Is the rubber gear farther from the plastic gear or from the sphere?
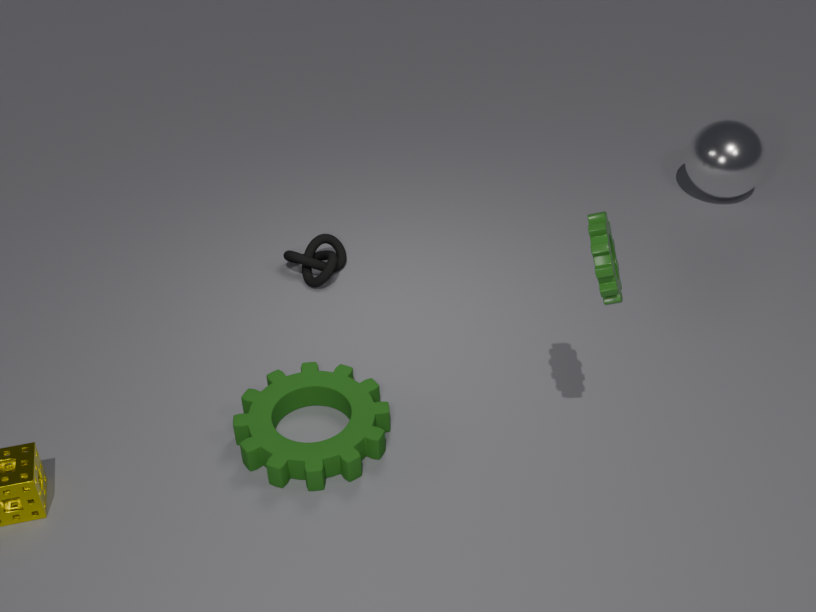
the sphere
